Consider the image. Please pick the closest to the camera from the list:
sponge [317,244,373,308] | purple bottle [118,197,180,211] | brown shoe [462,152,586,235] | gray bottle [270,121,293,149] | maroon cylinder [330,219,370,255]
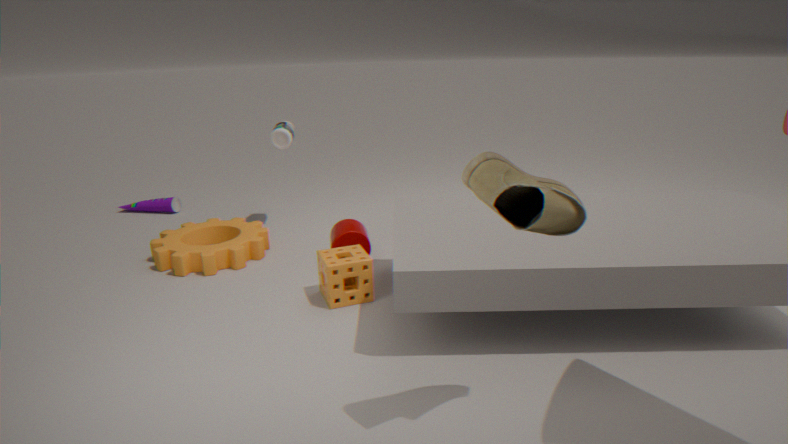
brown shoe [462,152,586,235]
